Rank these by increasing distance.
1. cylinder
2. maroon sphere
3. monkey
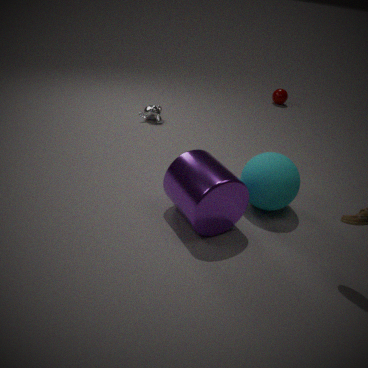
cylinder
monkey
maroon sphere
